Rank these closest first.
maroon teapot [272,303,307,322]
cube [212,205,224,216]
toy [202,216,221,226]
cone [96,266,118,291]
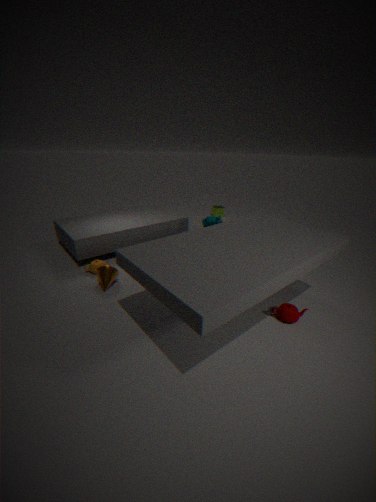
1. maroon teapot [272,303,307,322]
2. cone [96,266,118,291]
3. toy [202,216,221,226]
4. cube [212,205,224,216]
